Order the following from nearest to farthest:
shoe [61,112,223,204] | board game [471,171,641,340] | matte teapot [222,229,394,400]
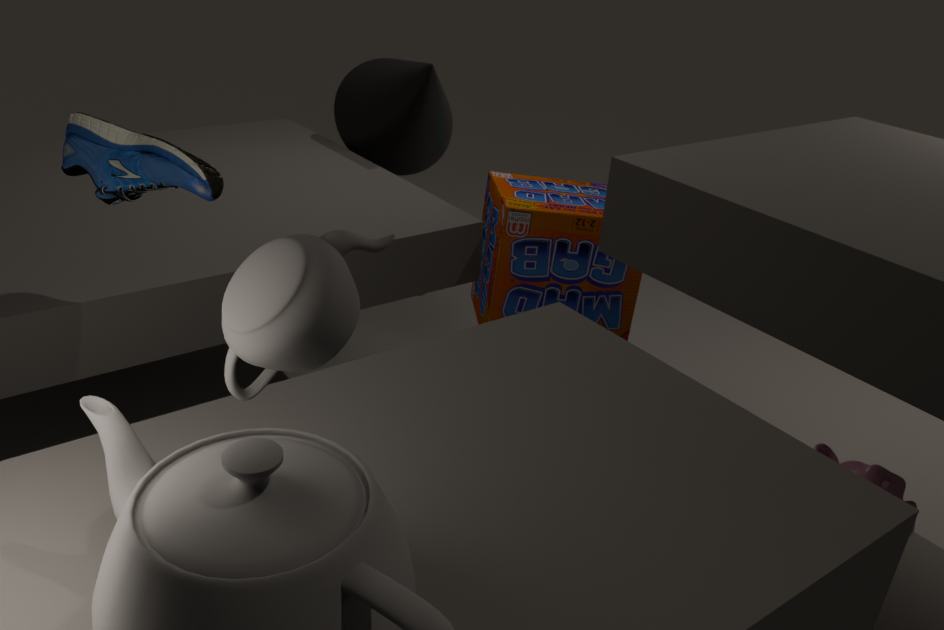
1. matte teapot [222,229,394,400]
2. shoe [61,112,223,204]
3. board game [471,171,641,340]
